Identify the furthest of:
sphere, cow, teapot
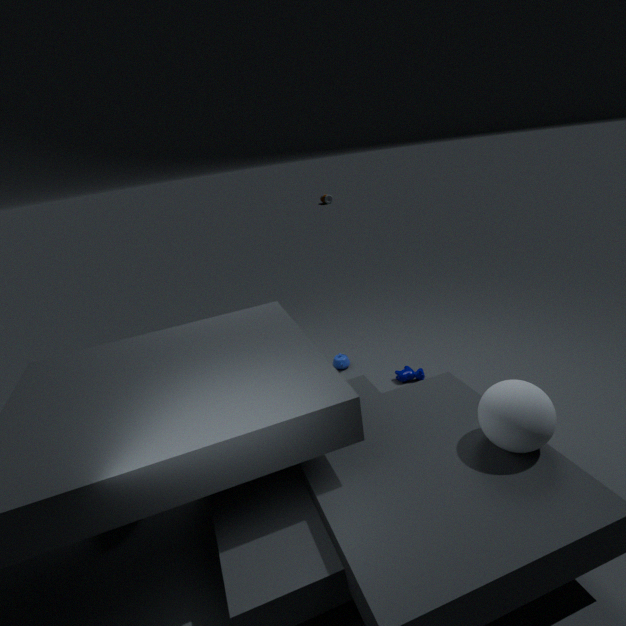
teapot
